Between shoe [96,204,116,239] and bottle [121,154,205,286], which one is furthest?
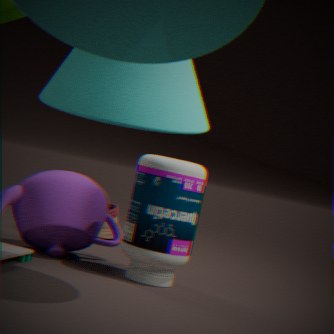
shoe [96,204,116,239]
